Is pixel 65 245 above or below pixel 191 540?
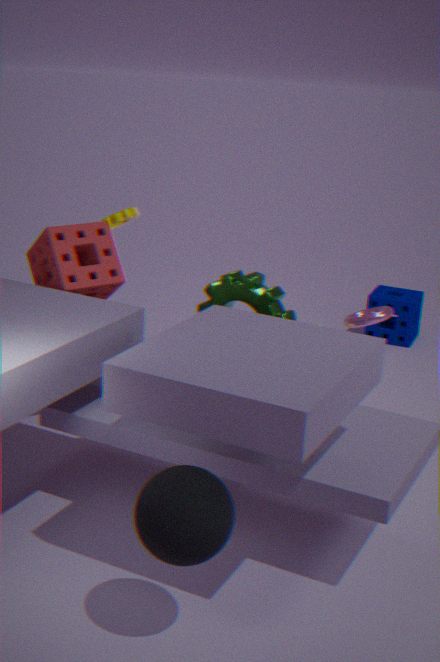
Result: above
